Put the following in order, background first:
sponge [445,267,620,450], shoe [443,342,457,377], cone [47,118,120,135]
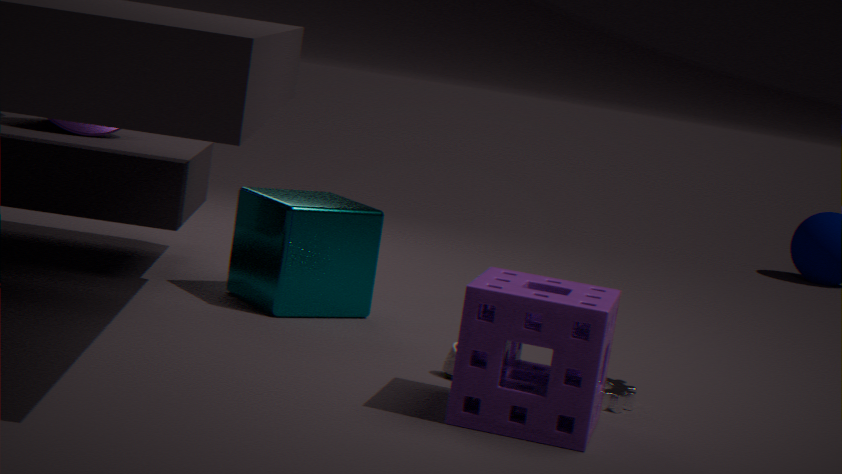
cone [47,118,120,135], shoe [443,342,457,377], sponge [445,267,620,450]
